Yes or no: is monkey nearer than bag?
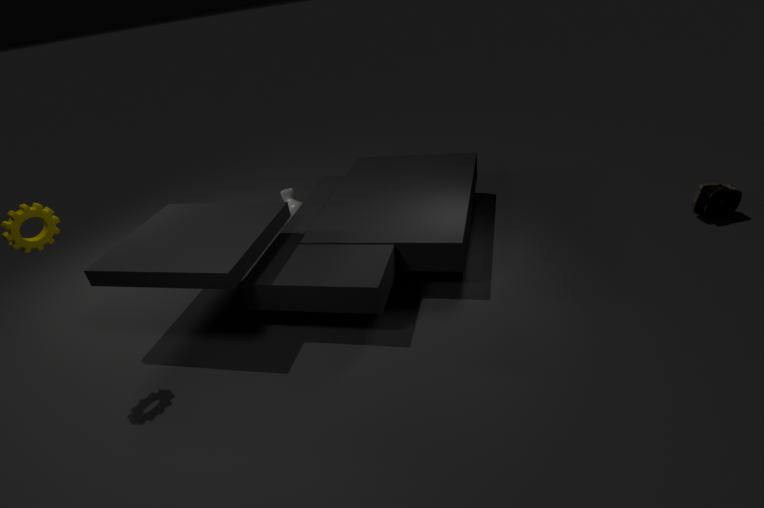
No
